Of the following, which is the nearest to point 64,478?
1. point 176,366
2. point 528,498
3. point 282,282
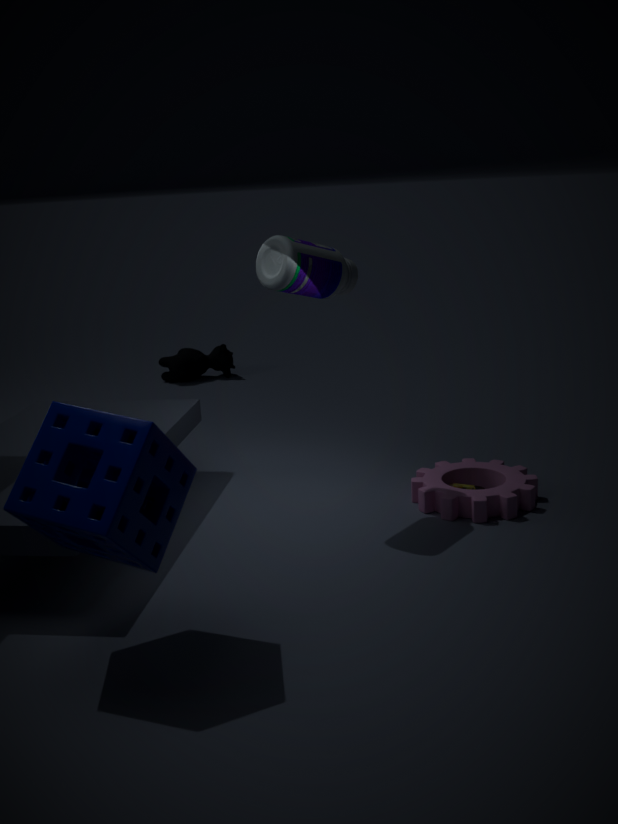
point 282,282
